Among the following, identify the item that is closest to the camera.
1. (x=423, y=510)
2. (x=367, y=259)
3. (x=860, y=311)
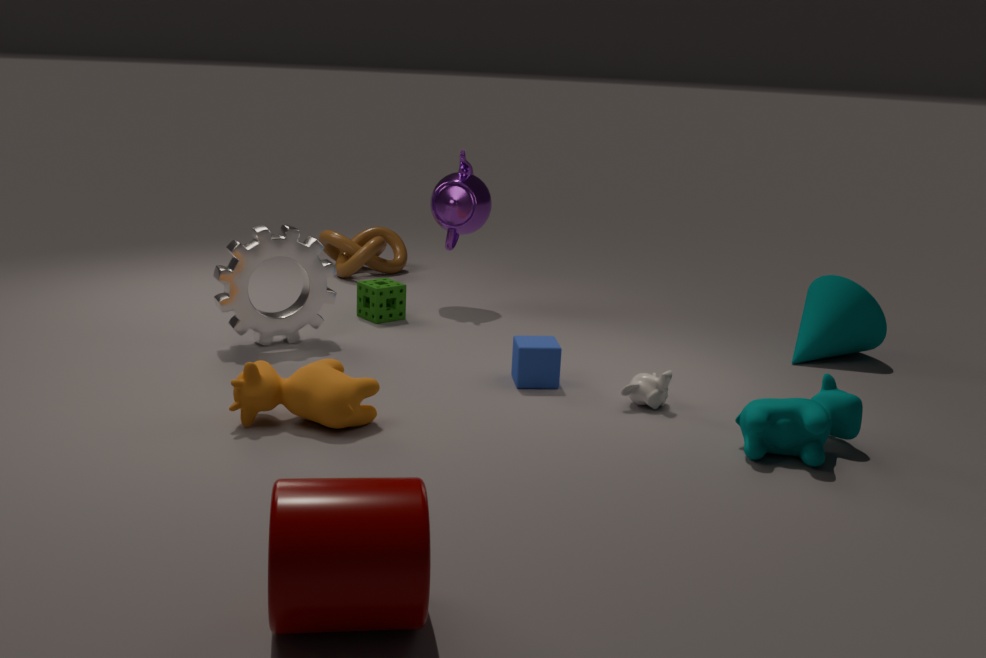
(x=423, y=510)
